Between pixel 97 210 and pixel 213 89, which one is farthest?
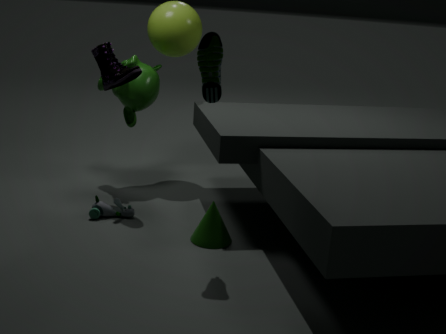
pixel 97 210
